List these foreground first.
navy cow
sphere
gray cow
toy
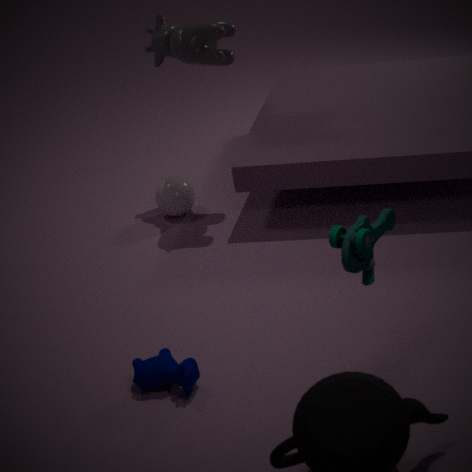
toy
navy cow
gray cow
sphere
